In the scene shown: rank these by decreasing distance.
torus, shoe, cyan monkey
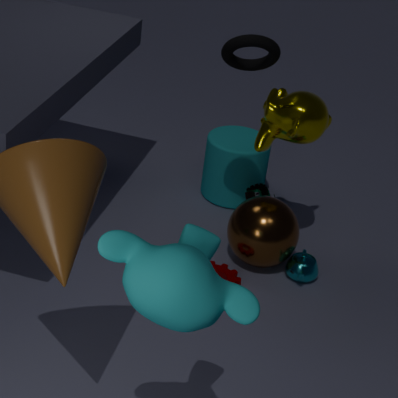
shoe < torus < cyan monkey
